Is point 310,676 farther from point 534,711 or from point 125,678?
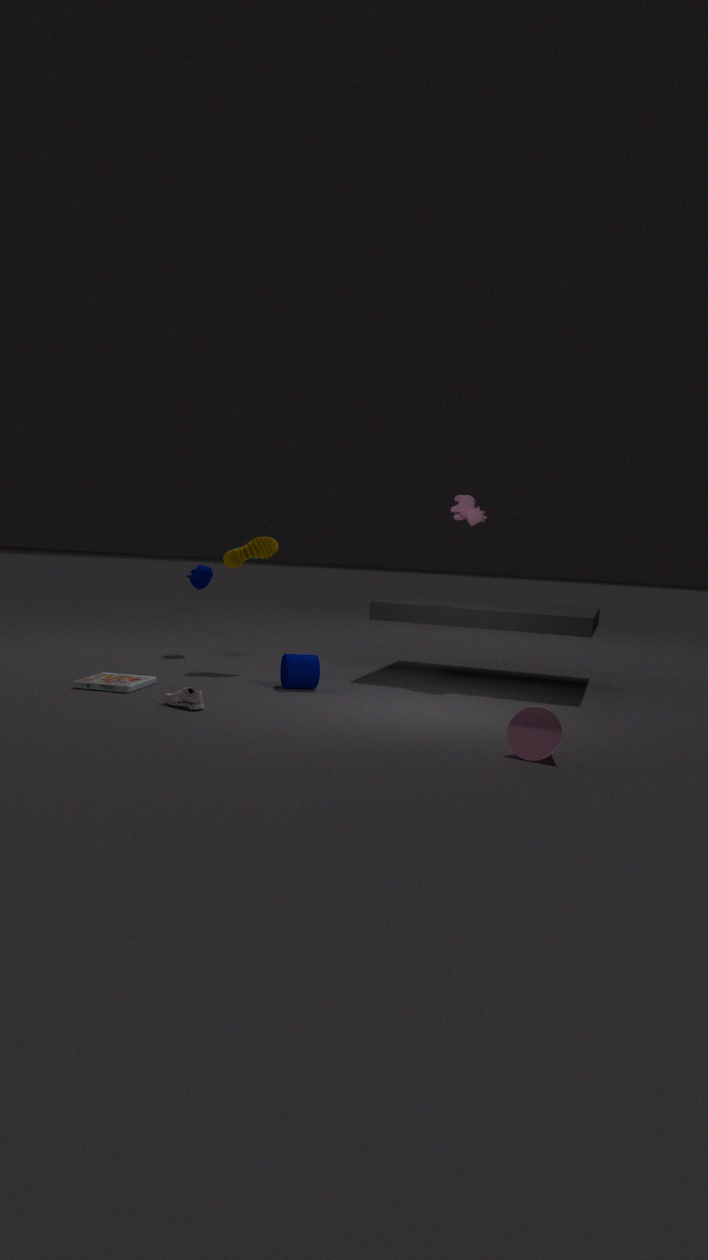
point 534,711
